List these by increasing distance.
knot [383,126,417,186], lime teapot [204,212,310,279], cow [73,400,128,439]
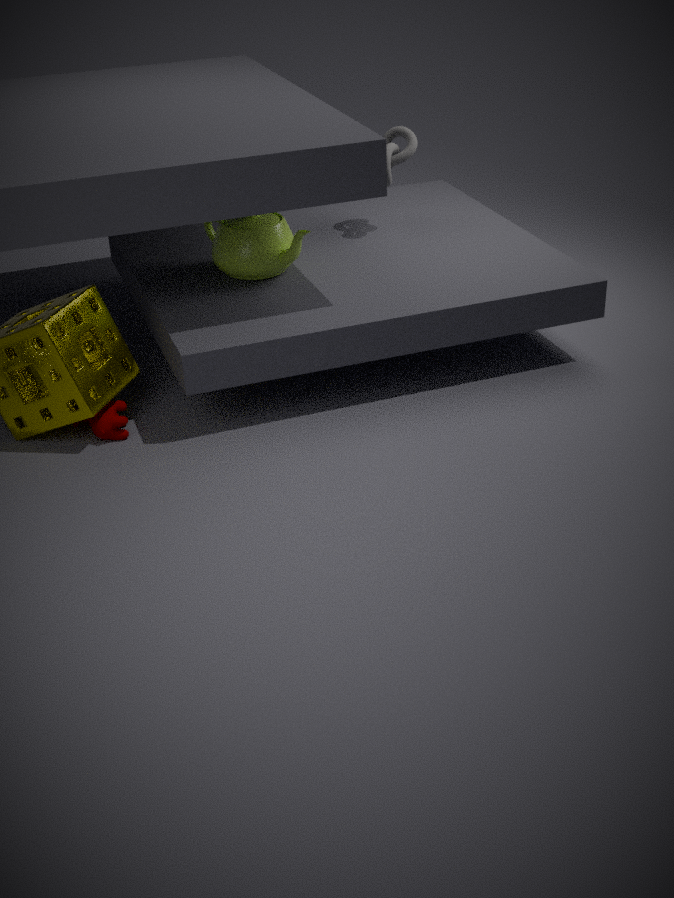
cow [73,400,128,439]
lime teapot [204,212,310,279]
knot [383,126,417,186]
